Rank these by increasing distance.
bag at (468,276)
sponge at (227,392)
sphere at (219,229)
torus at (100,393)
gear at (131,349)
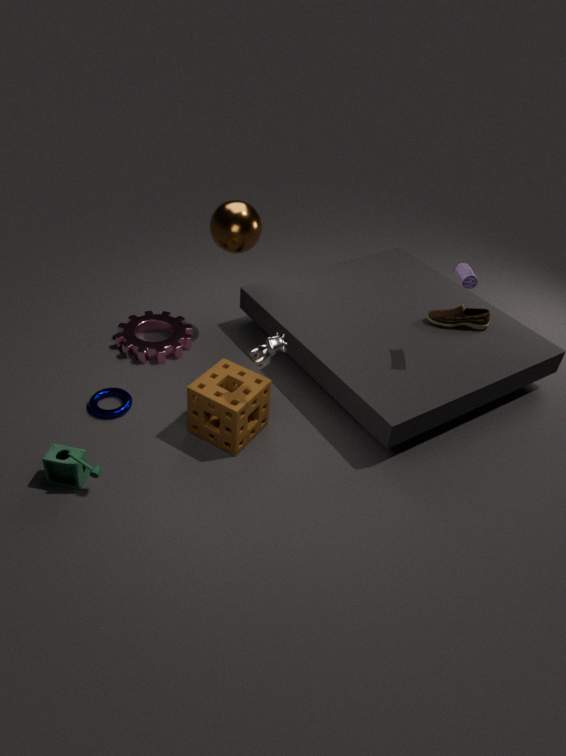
sponge at (227,392) → bag at (468,276) → torus at (100,393) → sphere at (219,229) → gear at (131,349)
